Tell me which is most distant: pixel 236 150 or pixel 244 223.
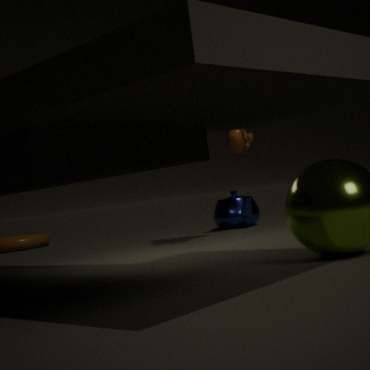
pixel 244 223
